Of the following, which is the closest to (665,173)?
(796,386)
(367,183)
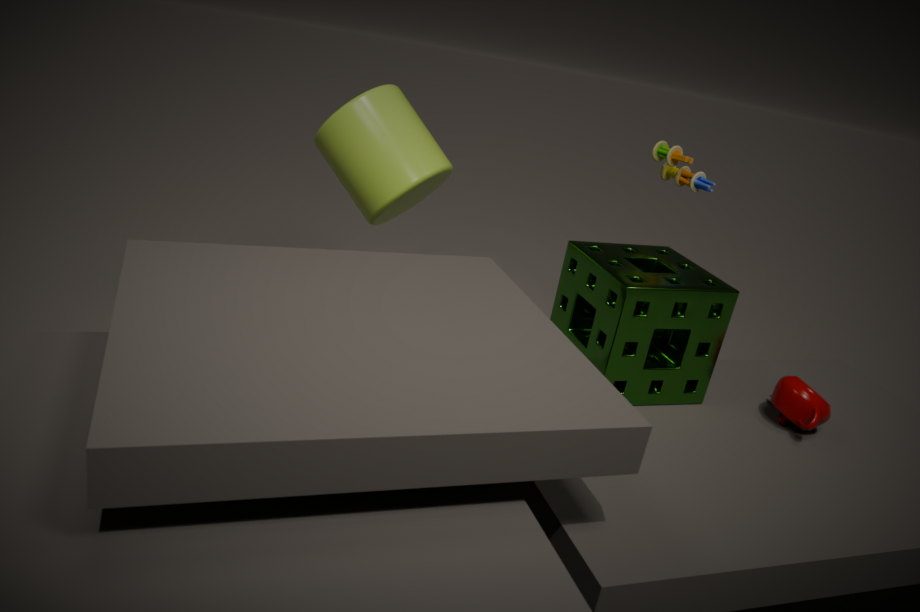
(796,386)
